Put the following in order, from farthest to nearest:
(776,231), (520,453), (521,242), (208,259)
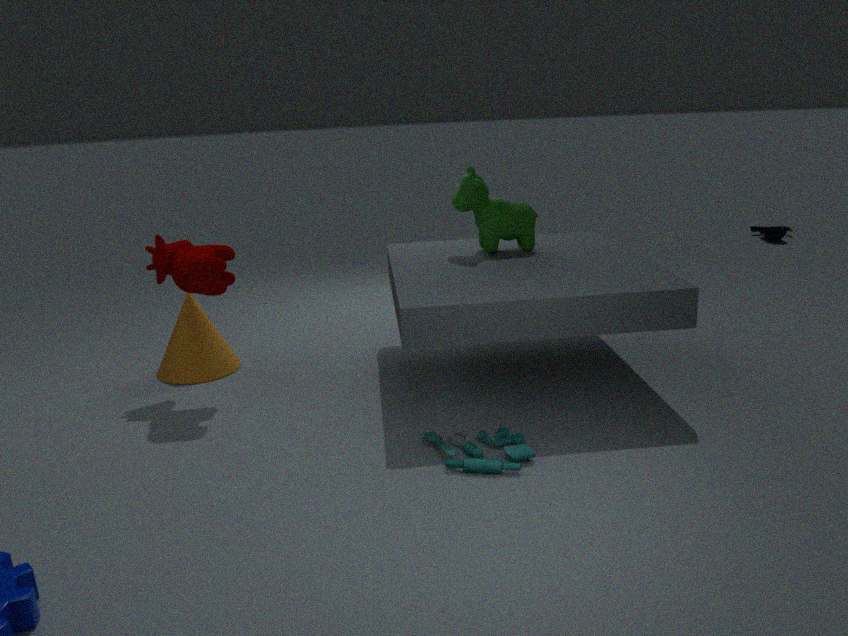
(776,231)
(521,242)
(208,259)
(520,453)
